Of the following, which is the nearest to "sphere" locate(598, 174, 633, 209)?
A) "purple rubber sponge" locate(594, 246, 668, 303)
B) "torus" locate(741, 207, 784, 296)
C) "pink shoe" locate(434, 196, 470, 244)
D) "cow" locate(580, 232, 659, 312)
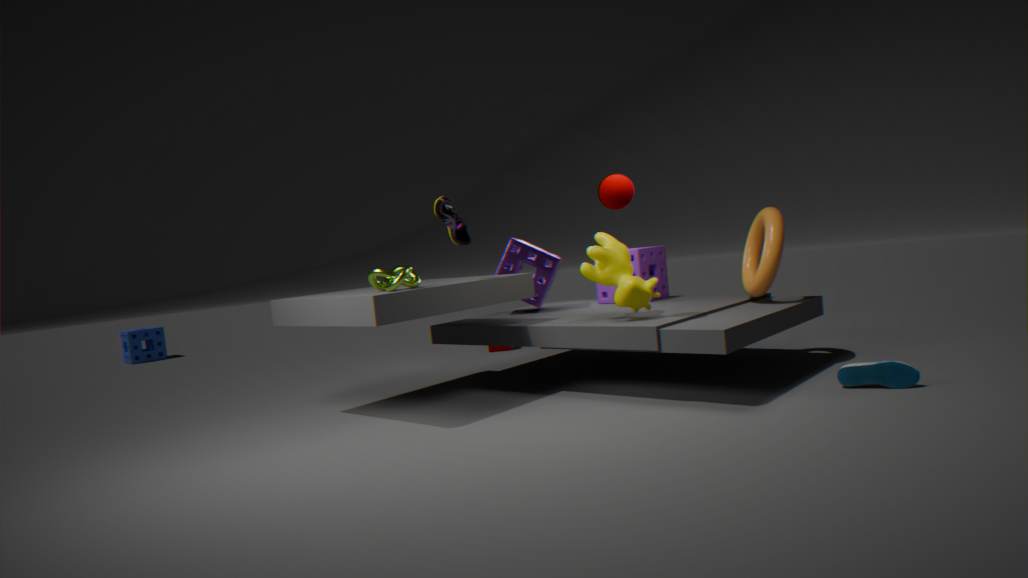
"cow" locate(580, 232, 659, 312)
